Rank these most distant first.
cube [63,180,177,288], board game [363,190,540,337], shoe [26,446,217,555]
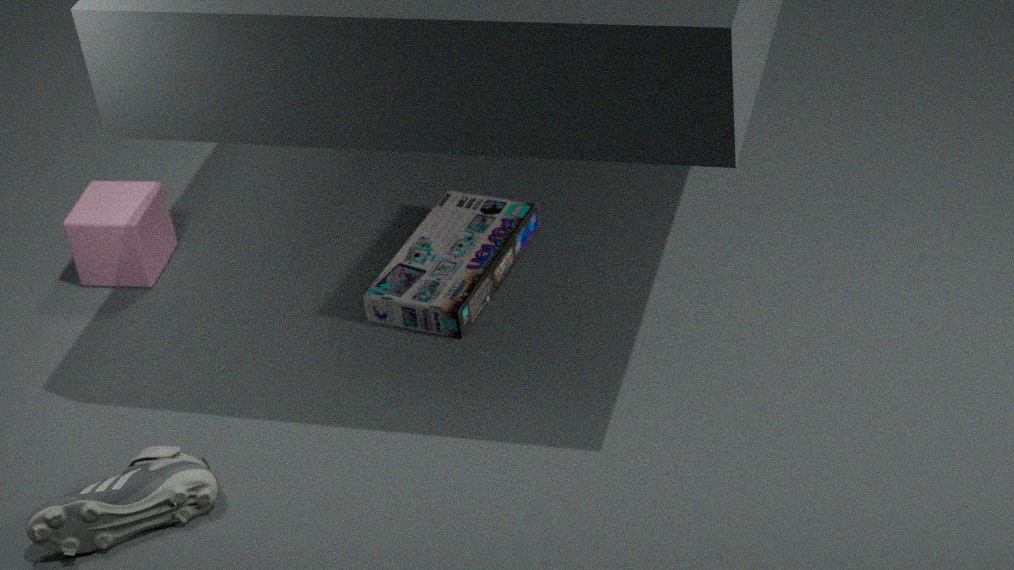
cube [63,180,177,288] → board game [363,190,540,337] → shoe [26,446,217,555]
